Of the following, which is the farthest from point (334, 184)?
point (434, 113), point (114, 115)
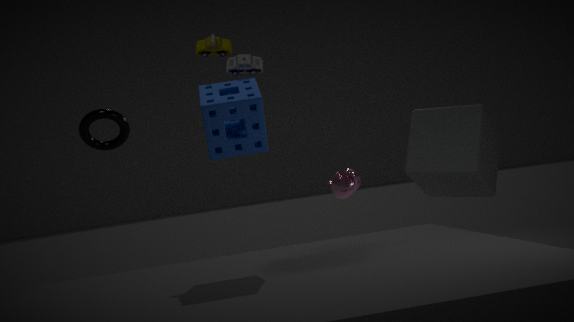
point (114, 115)
